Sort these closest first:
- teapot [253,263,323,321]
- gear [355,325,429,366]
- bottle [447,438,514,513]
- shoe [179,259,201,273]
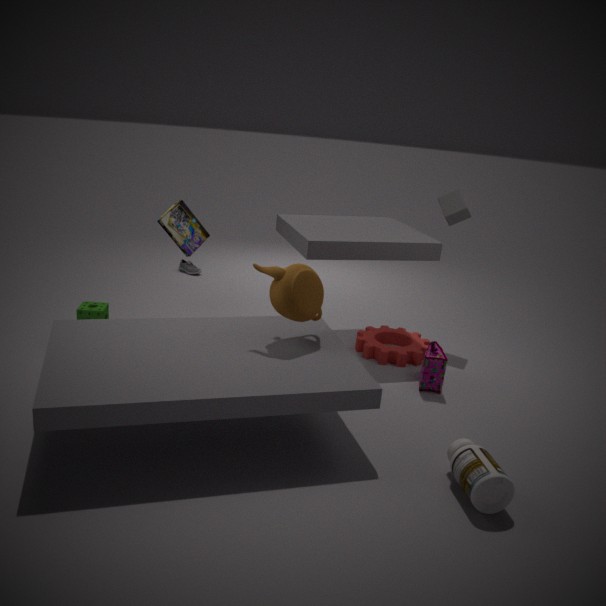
bottle [447,438,514,513] < teapot [253,263,323,321] < gear [355,325,429,366] < shoe [179,259,201,273]
